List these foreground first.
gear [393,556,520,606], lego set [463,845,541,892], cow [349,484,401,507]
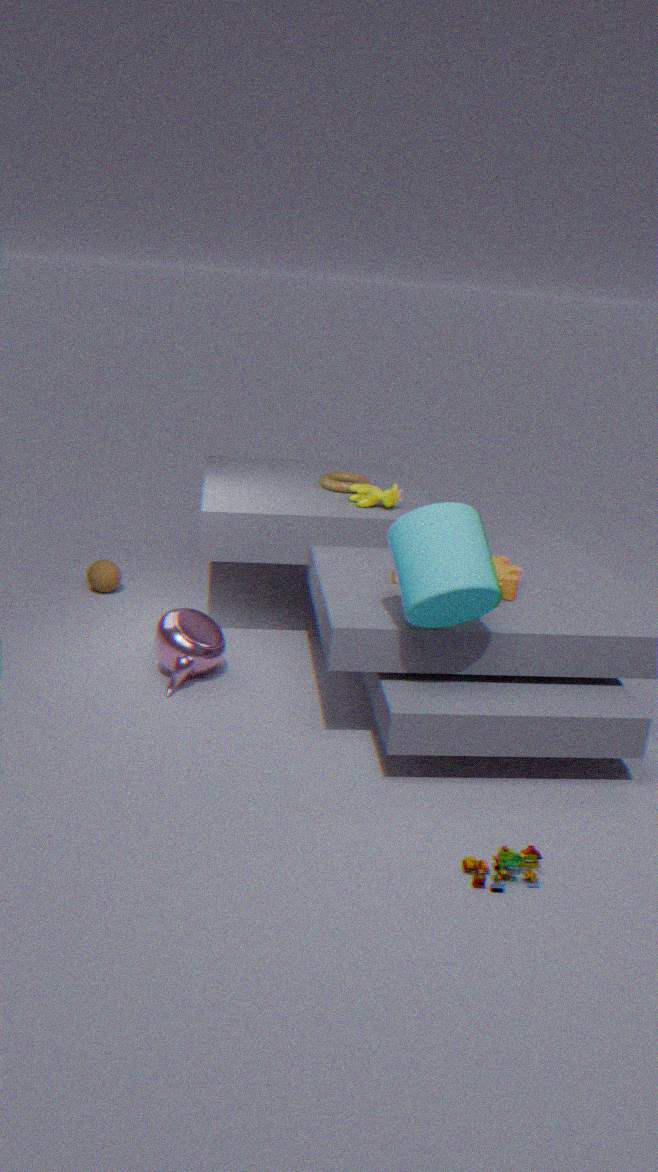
lego set [463,845,541,892] < gear [393,556,520,606] < cow [349,484,401,507]
